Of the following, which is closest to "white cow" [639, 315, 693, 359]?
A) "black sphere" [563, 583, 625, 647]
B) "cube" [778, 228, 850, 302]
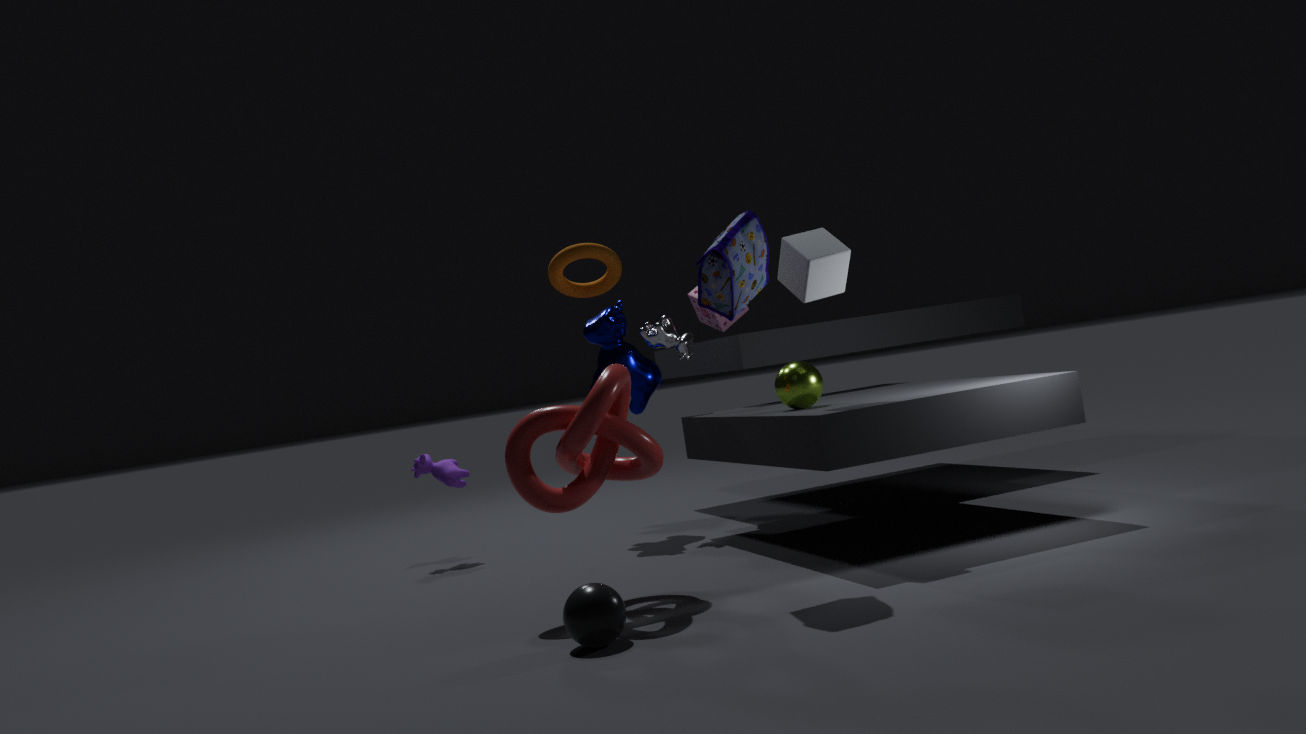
"cube" [778, 228, 850, 302]
